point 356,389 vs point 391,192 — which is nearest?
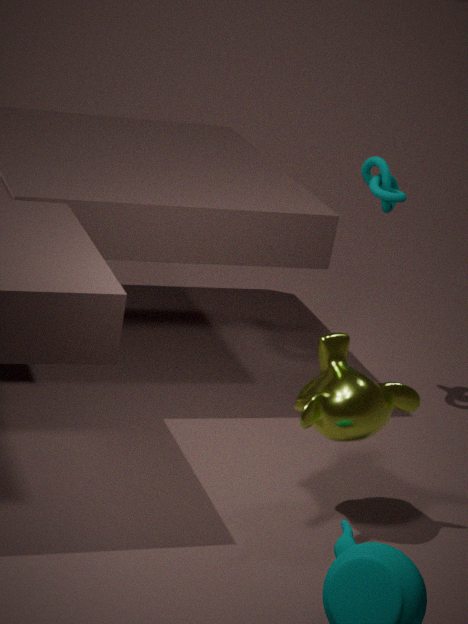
point 356,389
